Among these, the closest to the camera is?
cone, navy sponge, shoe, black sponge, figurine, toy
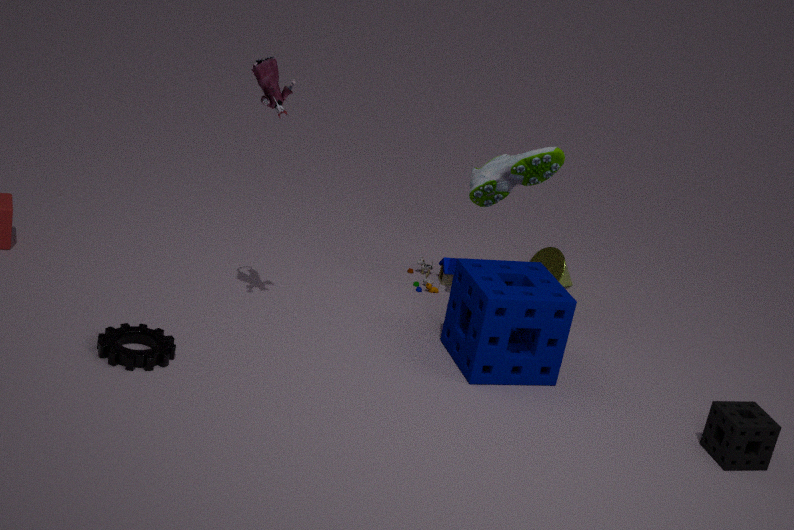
black sponge
